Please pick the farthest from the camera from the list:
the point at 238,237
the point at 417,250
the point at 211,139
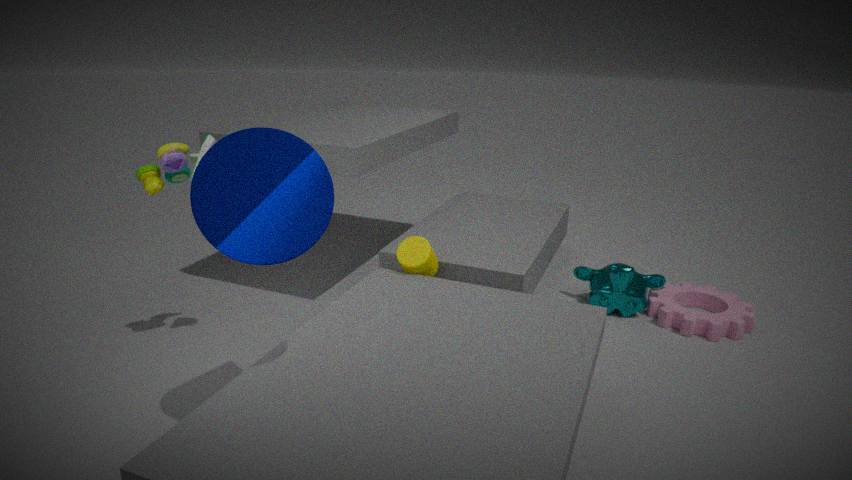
the point at 417,250
